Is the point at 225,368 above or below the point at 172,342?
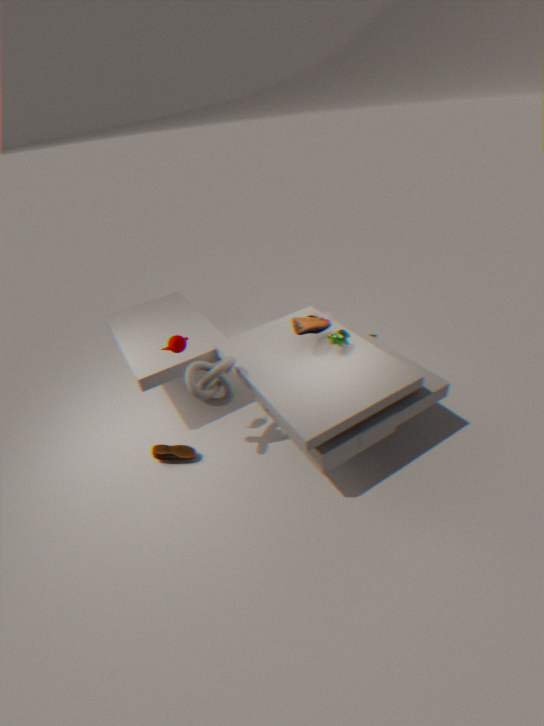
below
